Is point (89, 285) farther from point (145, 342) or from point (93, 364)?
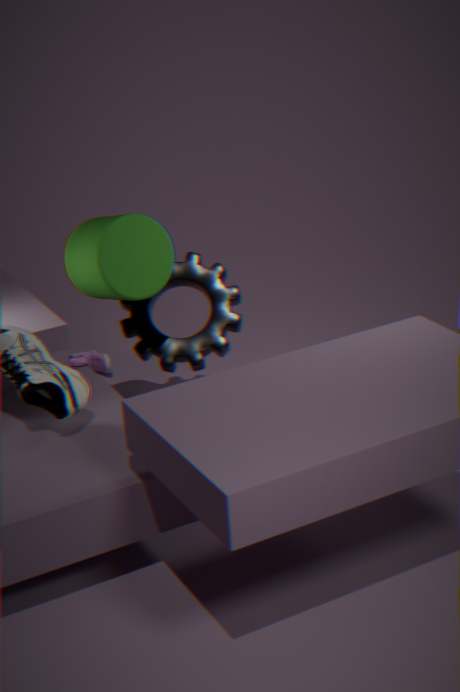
point (93, 364)
